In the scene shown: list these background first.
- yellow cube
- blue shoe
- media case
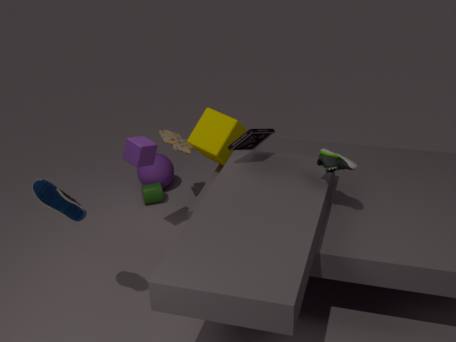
yellow cube, media case, blue shoe
